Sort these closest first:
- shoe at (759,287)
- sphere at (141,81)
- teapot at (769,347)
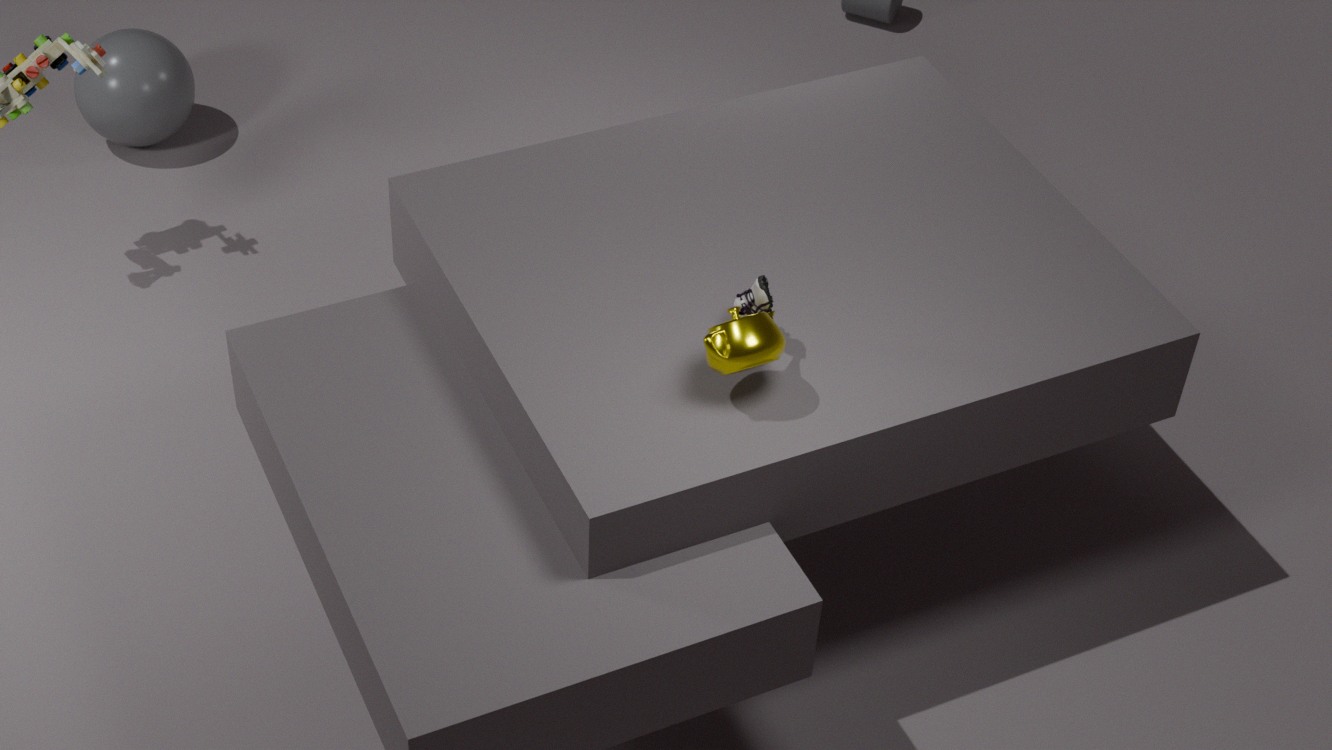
teapot at (769,347), shoe at (759,287), sphere at (141,81)
